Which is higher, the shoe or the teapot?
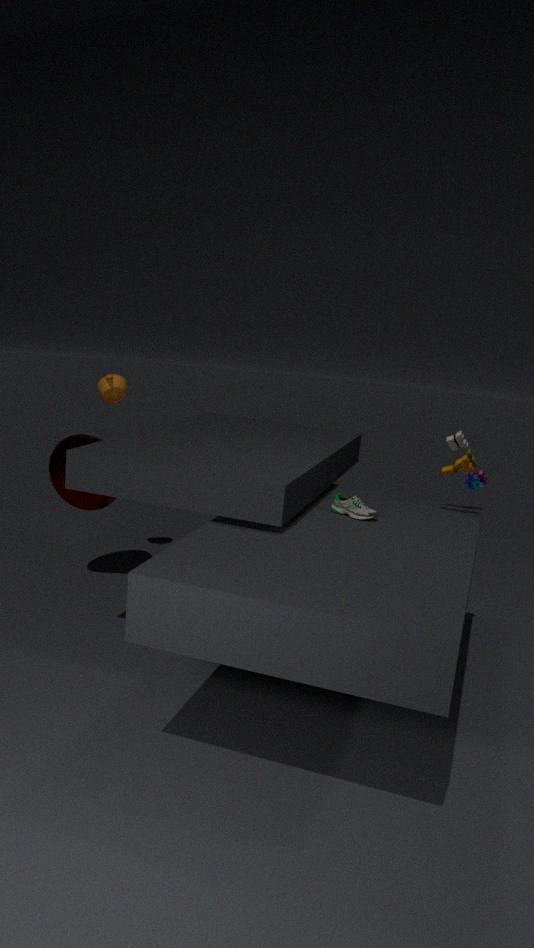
the teapot
